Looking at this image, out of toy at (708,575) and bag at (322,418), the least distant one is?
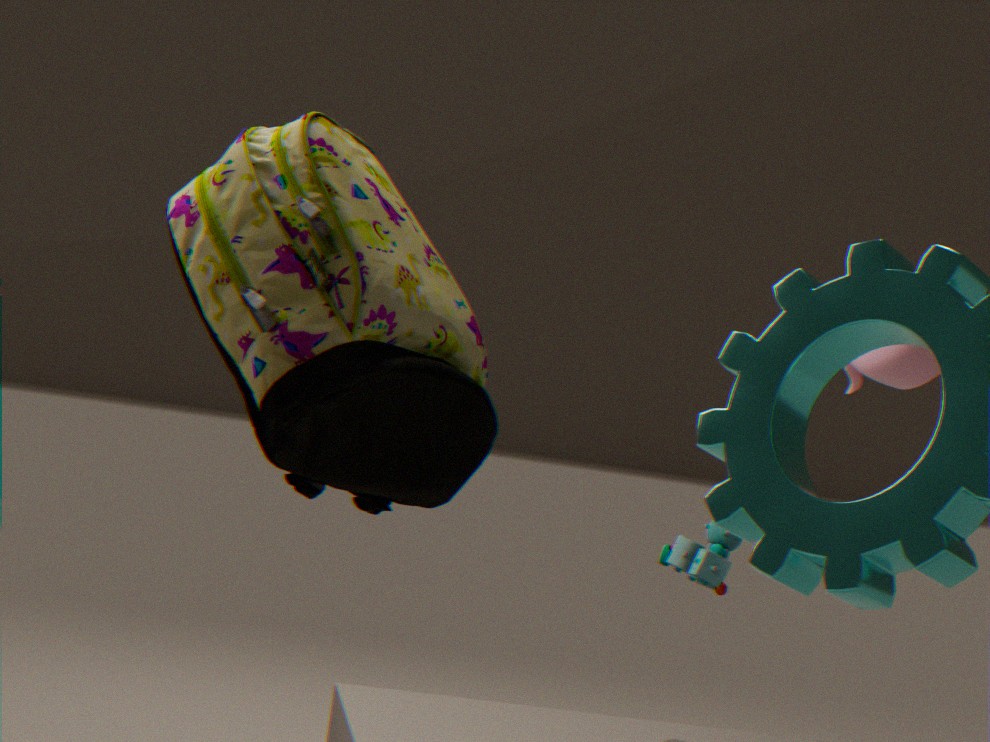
bag at (322,418)
